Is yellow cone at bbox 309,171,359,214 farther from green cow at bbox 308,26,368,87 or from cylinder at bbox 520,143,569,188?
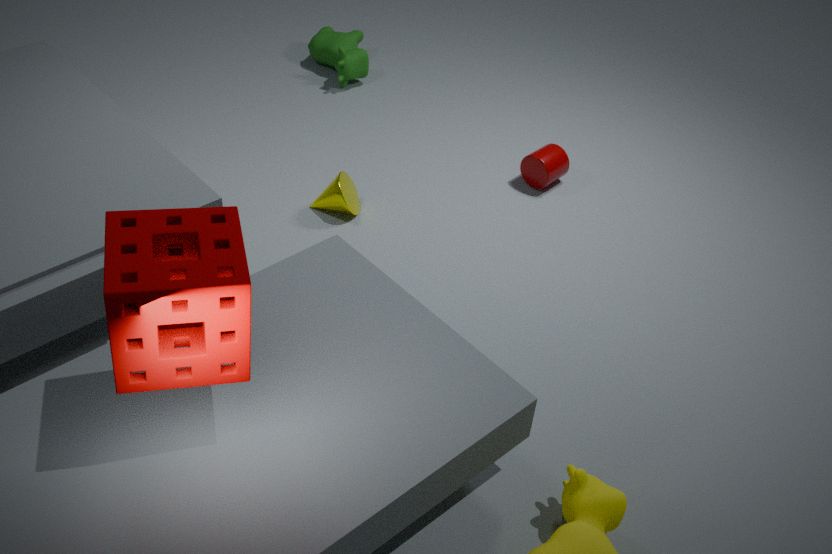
green cow at bbox 308,26,368,87
